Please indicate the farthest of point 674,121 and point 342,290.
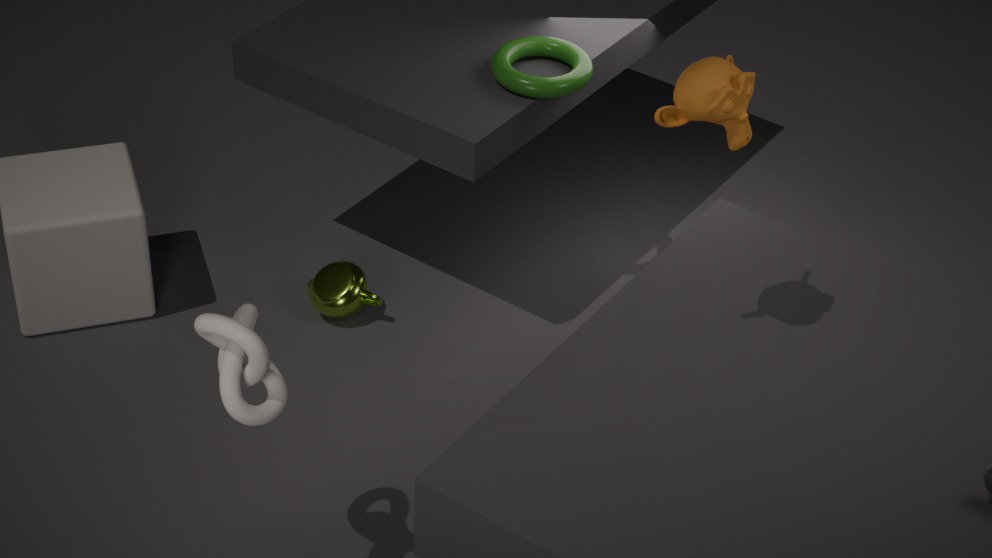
point 342,290
